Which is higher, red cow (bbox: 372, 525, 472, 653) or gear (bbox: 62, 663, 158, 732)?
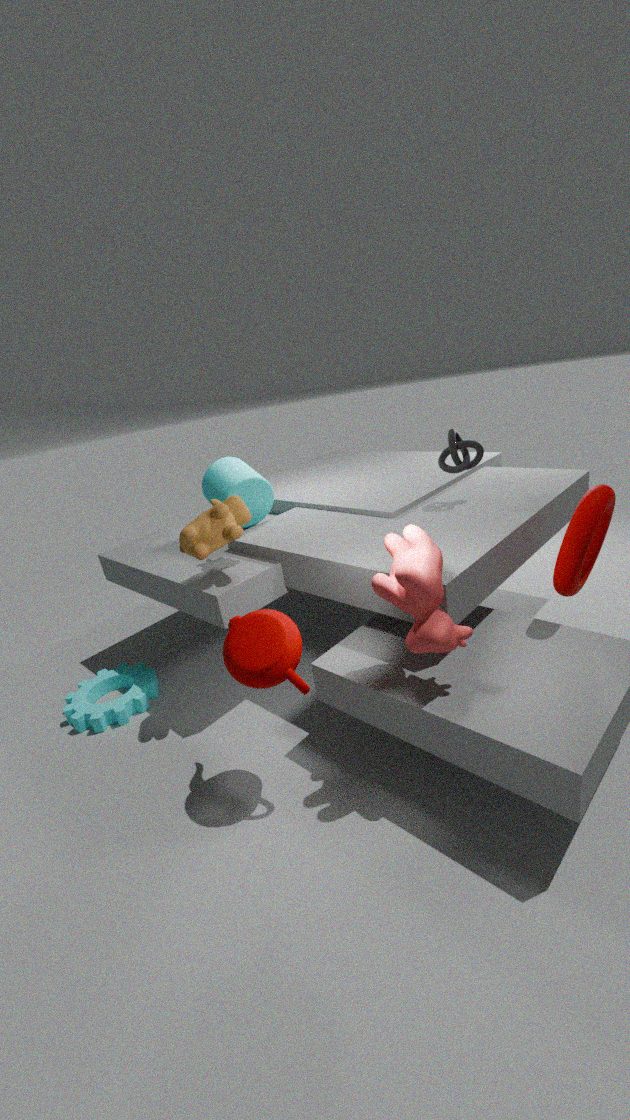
red cow (bbox: 372, 525, 472, 653)
